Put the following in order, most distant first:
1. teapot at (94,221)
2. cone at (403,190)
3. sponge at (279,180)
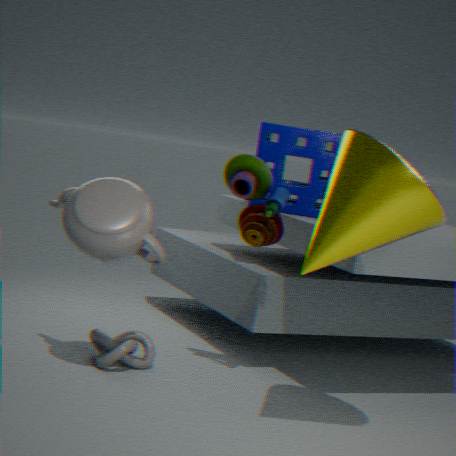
sponge at (279,180) < teapot at (94,221) < cone at (403,190)
